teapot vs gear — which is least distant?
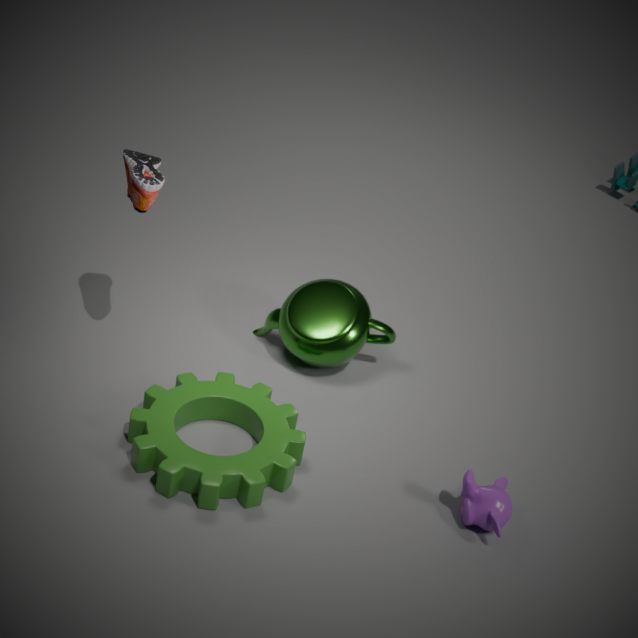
gear
